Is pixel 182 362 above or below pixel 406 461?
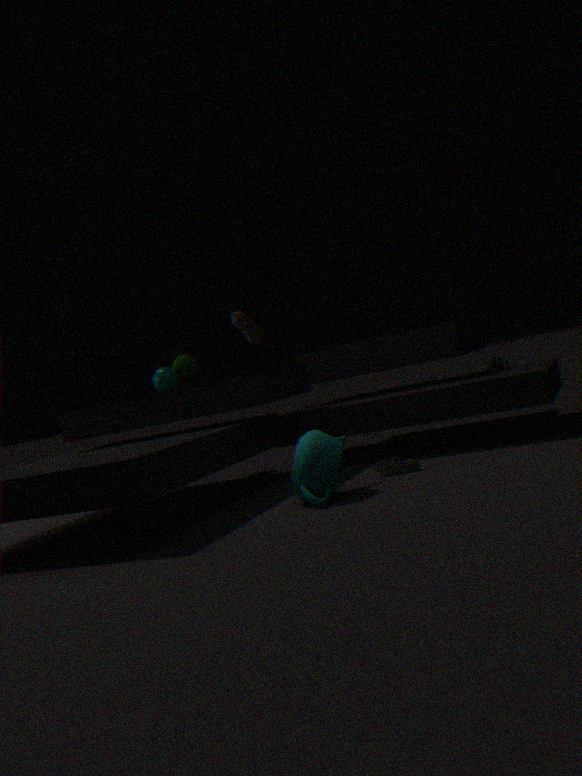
above
